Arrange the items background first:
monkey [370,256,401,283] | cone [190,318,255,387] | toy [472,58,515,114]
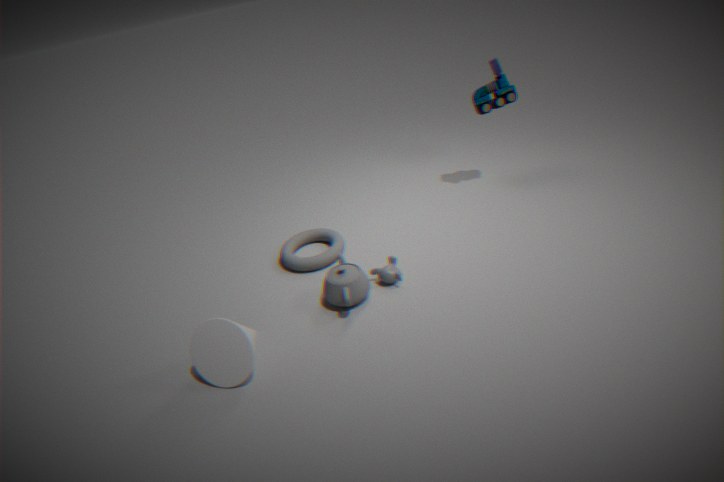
toy [472,58,515,114]
monkey [370,256,401,283]
cone [190,318,255,387]
